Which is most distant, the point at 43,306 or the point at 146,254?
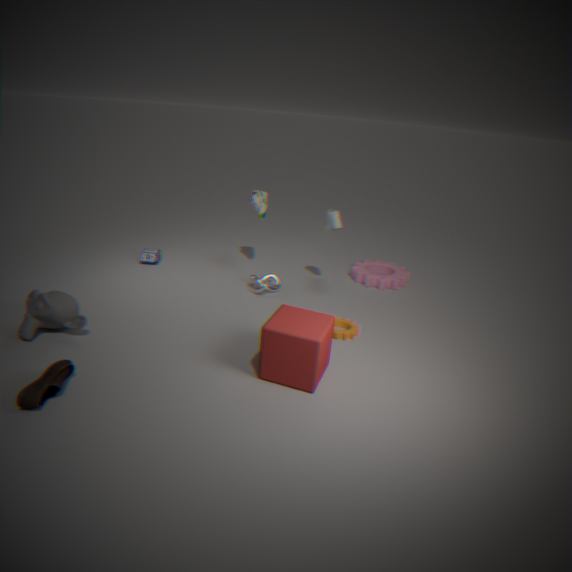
the point at 146,254
